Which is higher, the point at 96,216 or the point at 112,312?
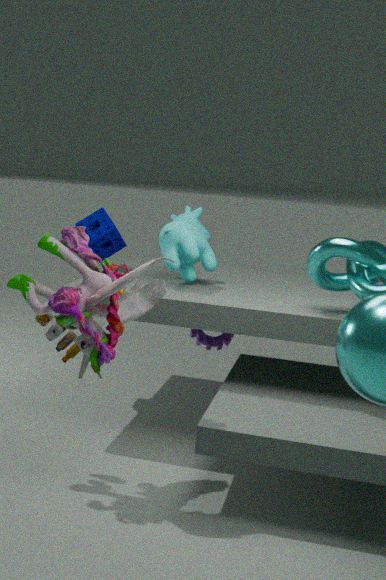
the point at 96,216
